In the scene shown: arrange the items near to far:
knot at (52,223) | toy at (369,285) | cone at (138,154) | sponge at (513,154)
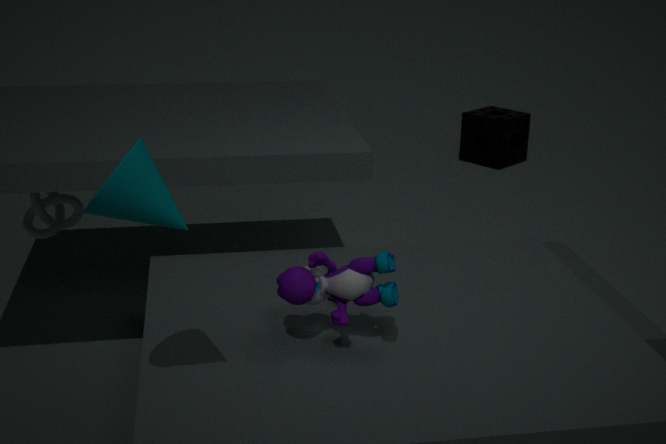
cone at (138,154), toy at (369,285), knot at (52,223), sponge at (513,154)
